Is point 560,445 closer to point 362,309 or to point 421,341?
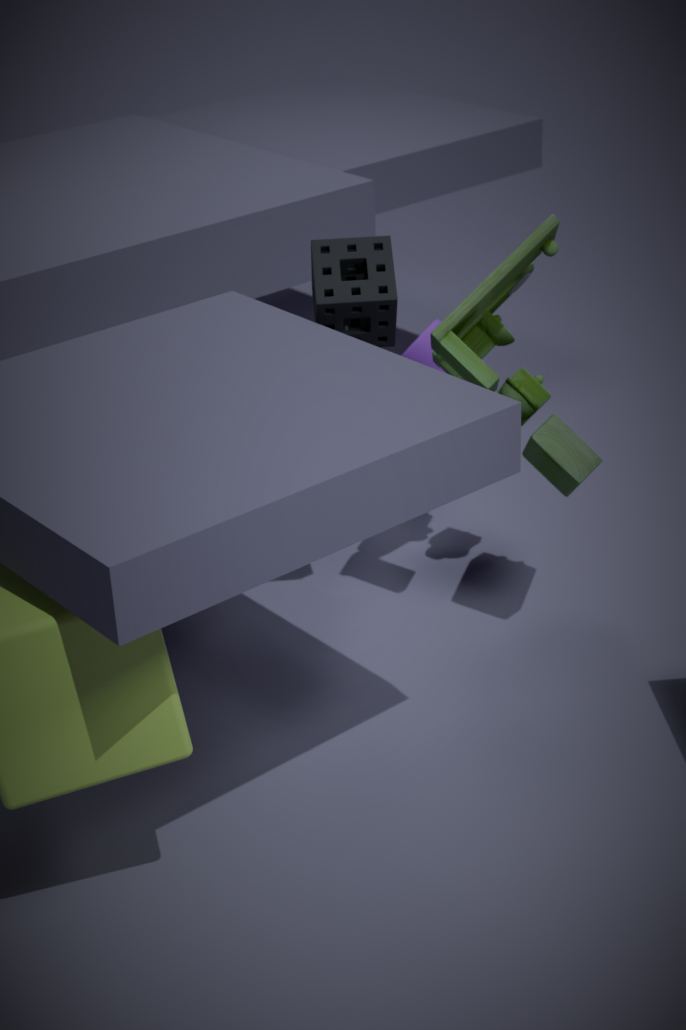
point 421,341
